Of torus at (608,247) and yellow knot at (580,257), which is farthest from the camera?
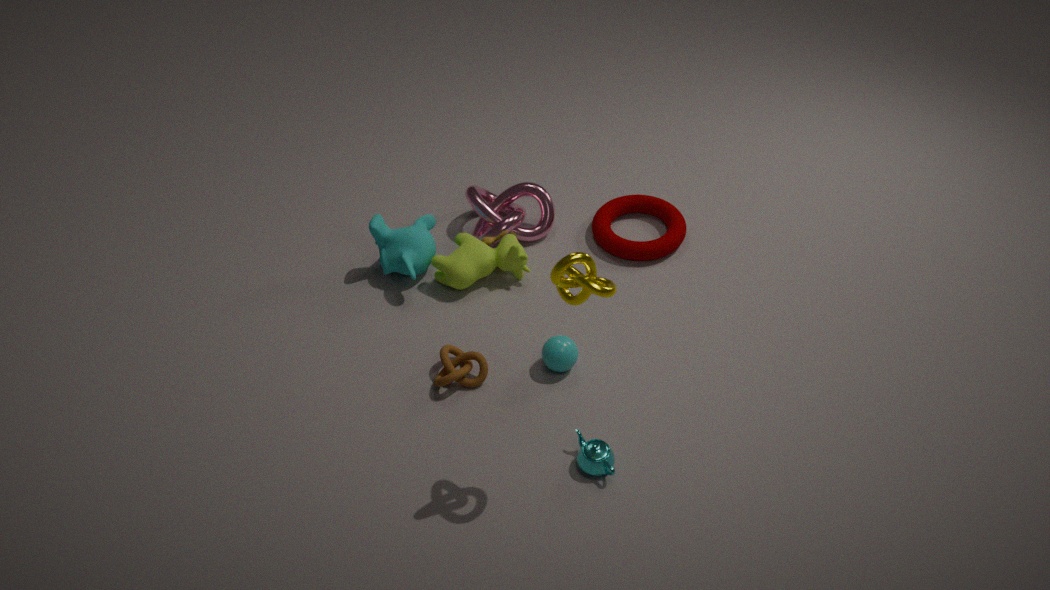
torus at (608,247)
